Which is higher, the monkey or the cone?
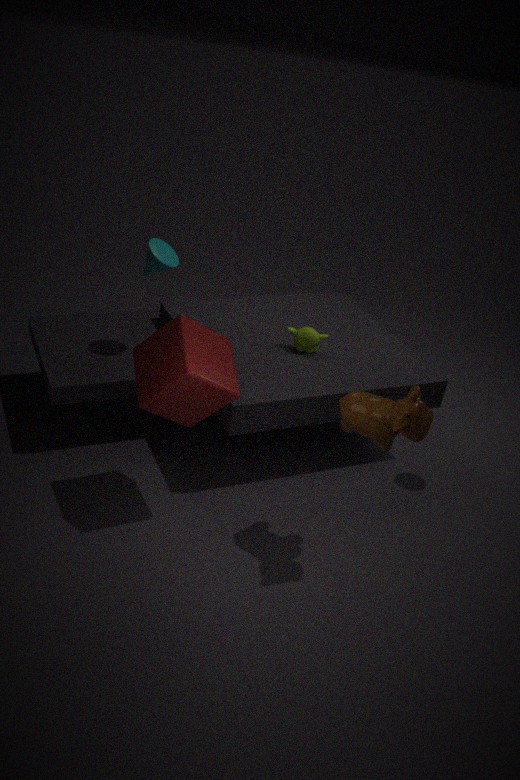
the cone
